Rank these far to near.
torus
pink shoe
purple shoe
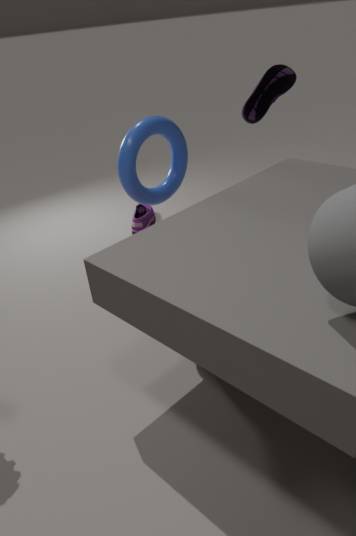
purple shoe, pink shoe, torus
